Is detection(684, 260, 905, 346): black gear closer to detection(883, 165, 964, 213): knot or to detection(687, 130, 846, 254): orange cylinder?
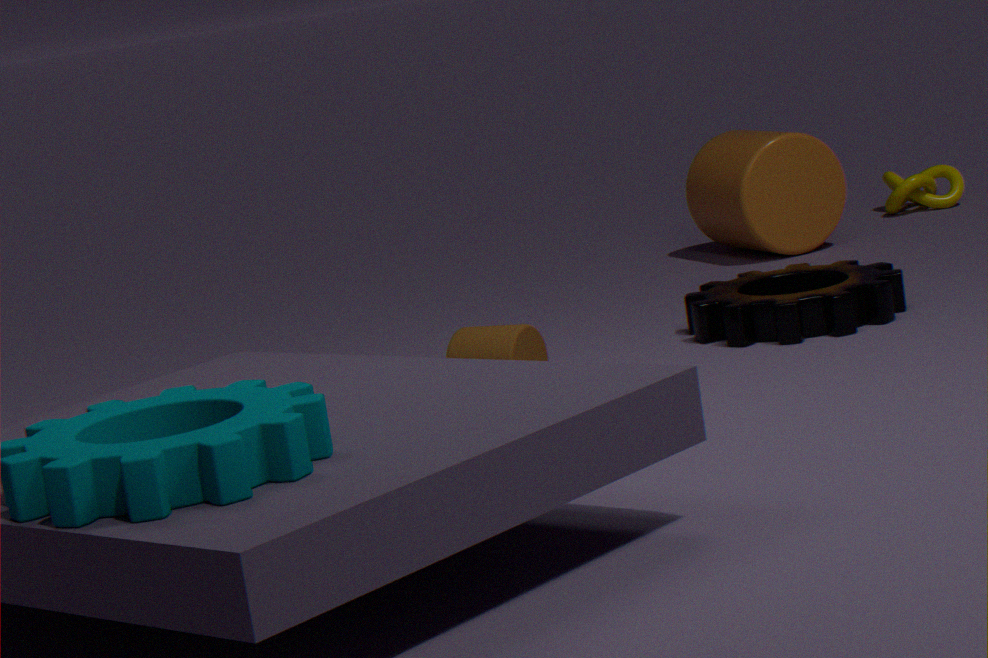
detection(687, 130, 846, 254): orange cylinder
